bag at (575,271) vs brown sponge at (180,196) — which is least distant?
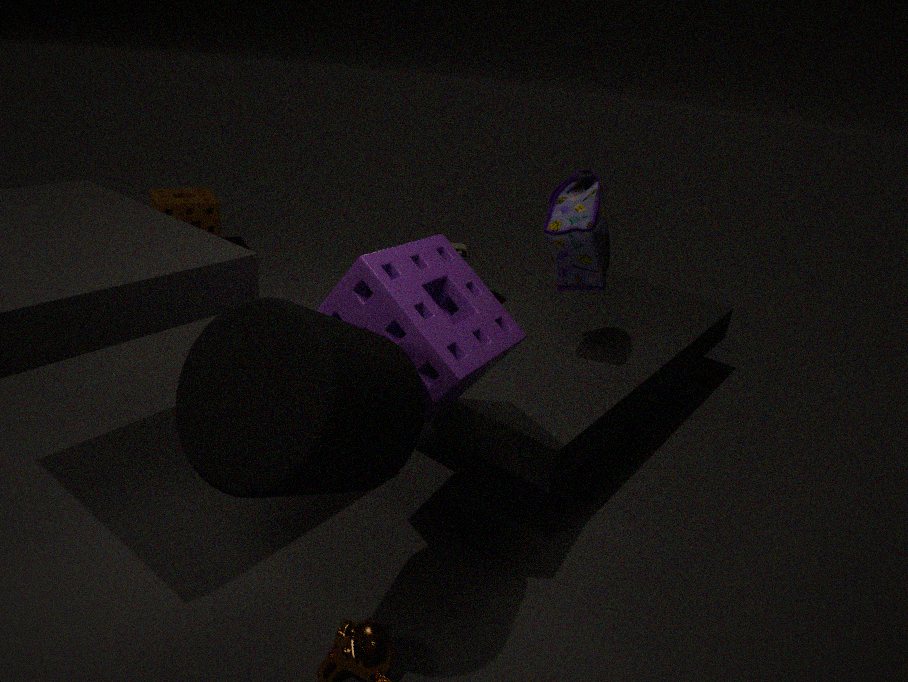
bag at (575,271)
